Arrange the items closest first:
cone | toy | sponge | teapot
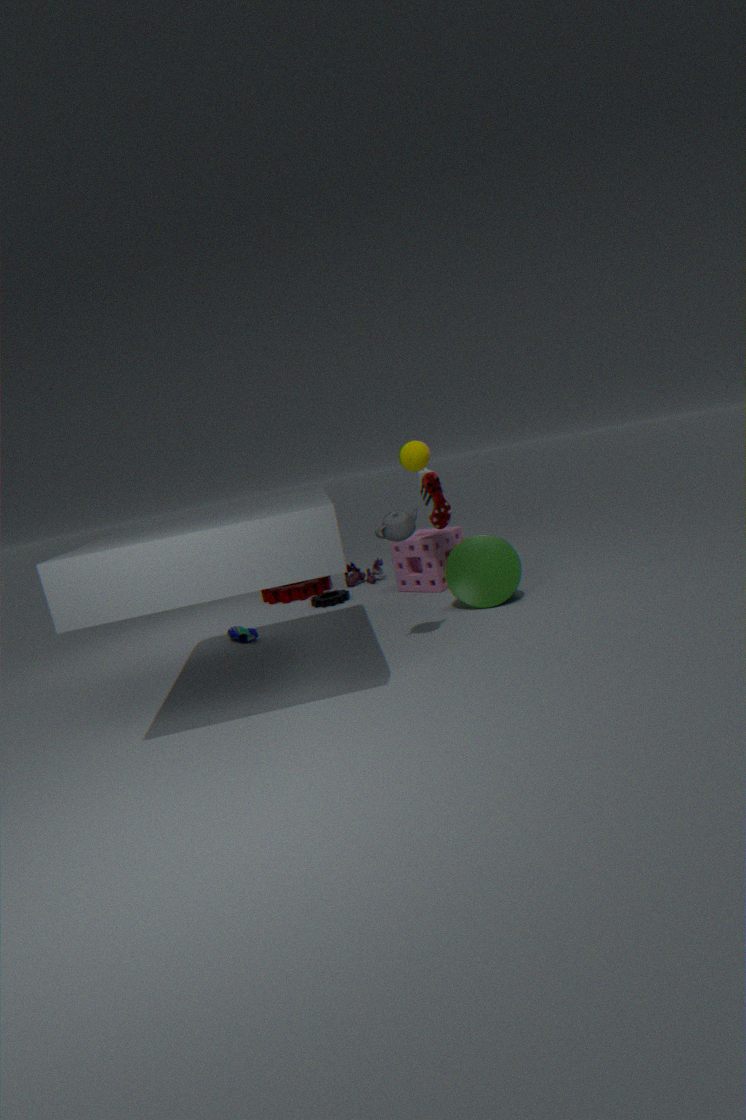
teapot
cone
sponge
toy
